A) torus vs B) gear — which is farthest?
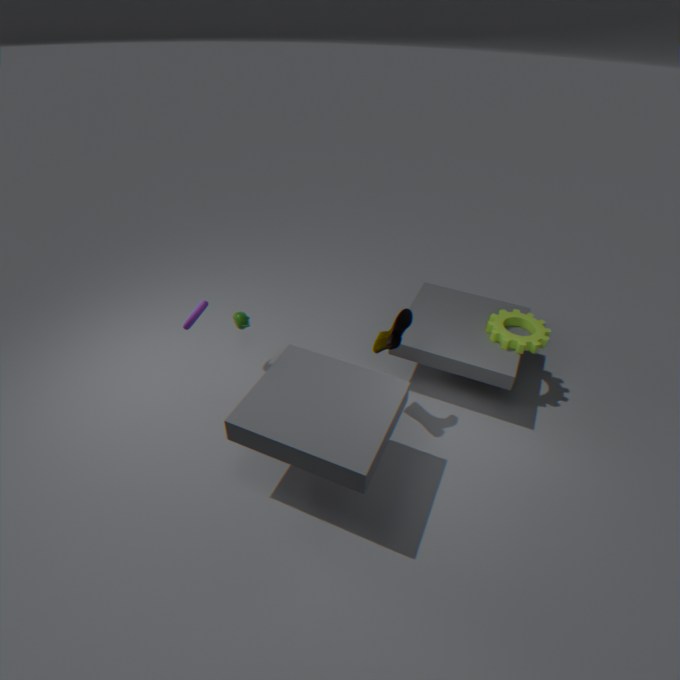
B. gear
